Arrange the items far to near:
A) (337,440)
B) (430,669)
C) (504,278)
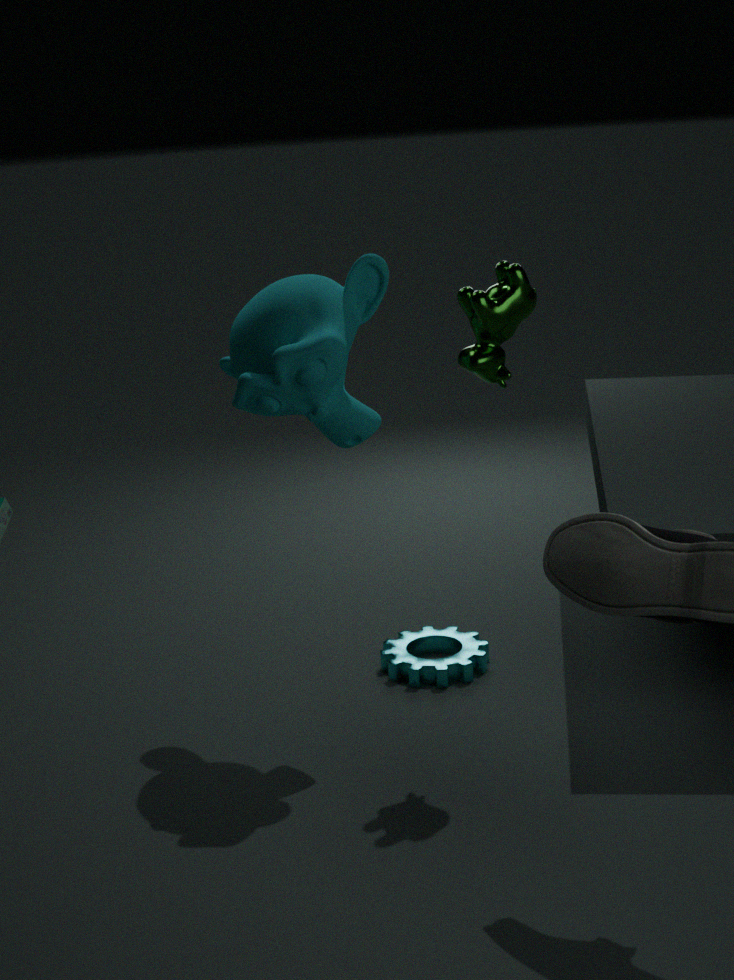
1. (430,669)
2. (337,440)
3. (504,278)
